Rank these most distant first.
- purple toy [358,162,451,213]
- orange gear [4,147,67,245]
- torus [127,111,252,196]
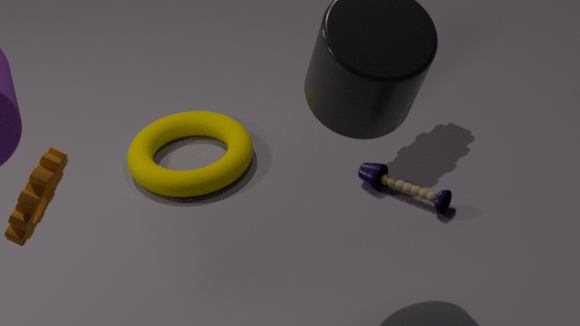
torus [127,111,252,196] < purple toy [358,162,451,213] < orange gear [4,147,67,245]
